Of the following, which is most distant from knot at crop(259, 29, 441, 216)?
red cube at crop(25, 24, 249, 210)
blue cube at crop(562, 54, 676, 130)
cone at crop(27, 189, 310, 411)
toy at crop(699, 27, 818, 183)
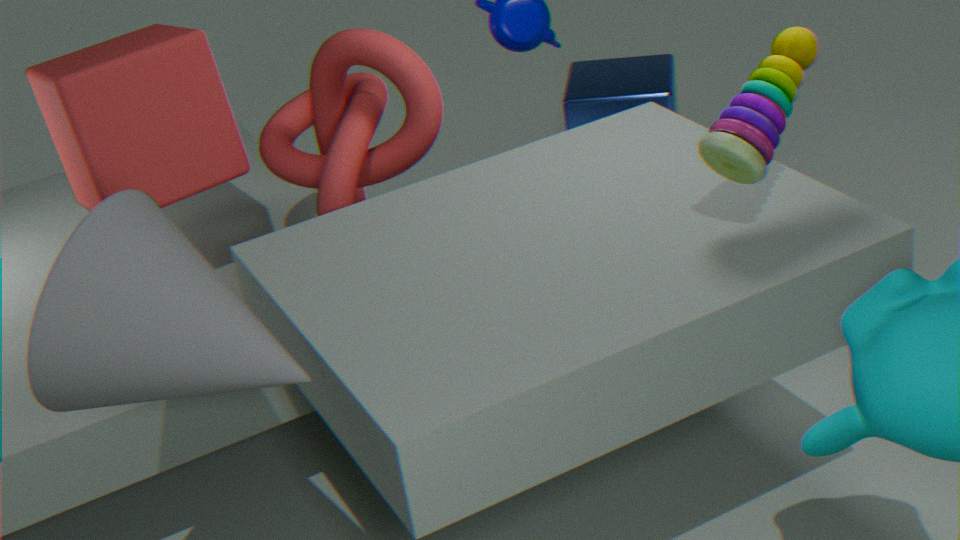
blue cube at crop(562, 54, 676, 130)
